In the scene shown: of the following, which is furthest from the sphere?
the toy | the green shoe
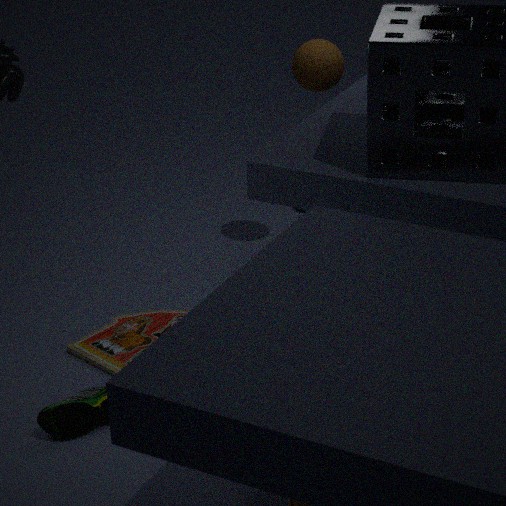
the green shoe
